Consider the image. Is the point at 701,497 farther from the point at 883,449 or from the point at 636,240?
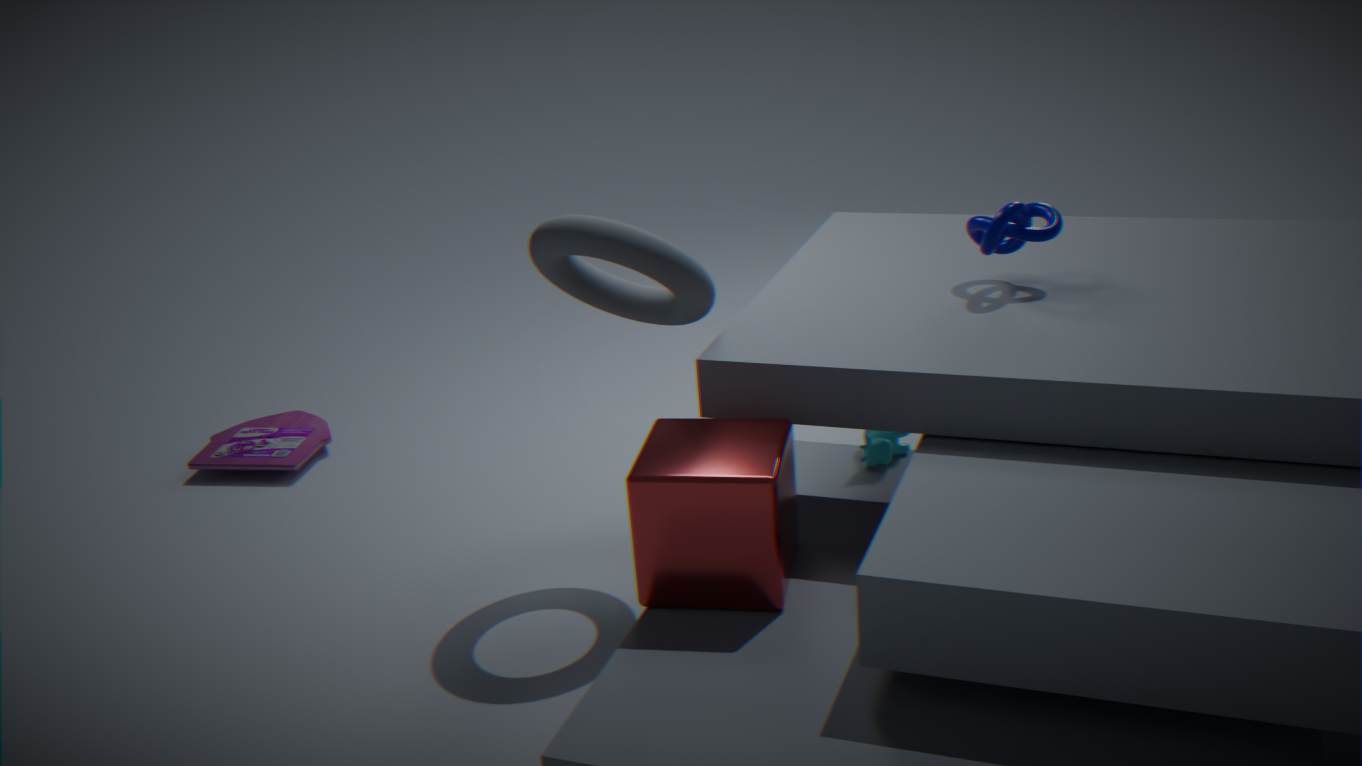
the point at 883,449
